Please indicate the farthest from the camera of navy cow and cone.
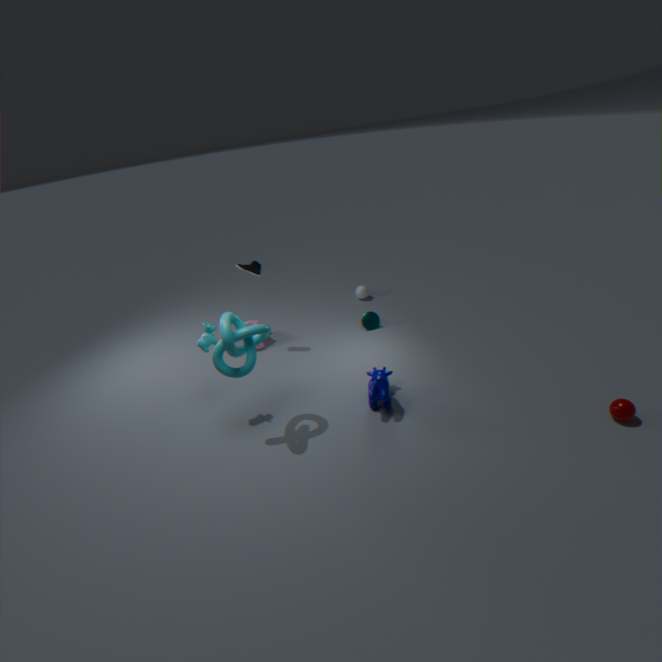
cone
